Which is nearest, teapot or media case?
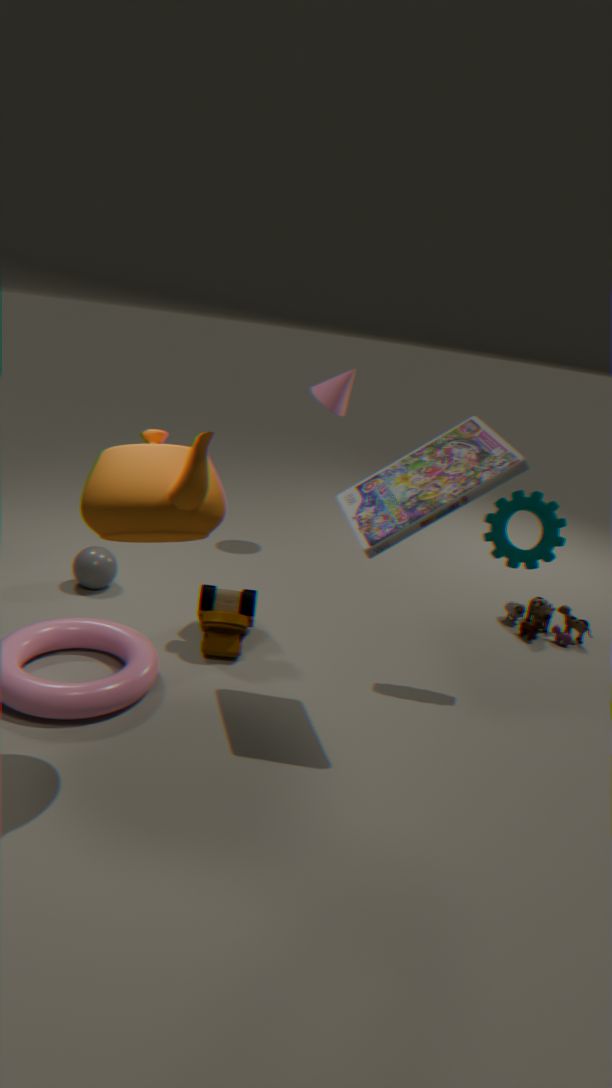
teapot
